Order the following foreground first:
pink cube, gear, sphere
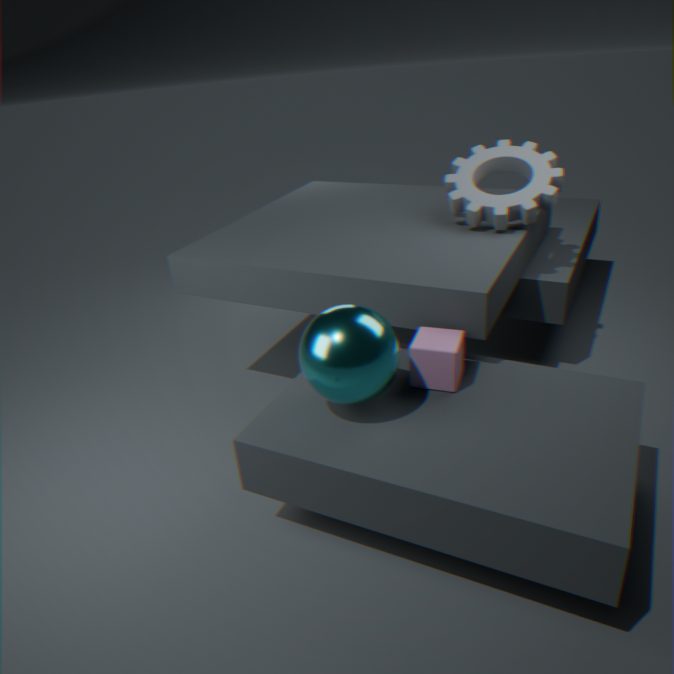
sphere → pink cube → gear
